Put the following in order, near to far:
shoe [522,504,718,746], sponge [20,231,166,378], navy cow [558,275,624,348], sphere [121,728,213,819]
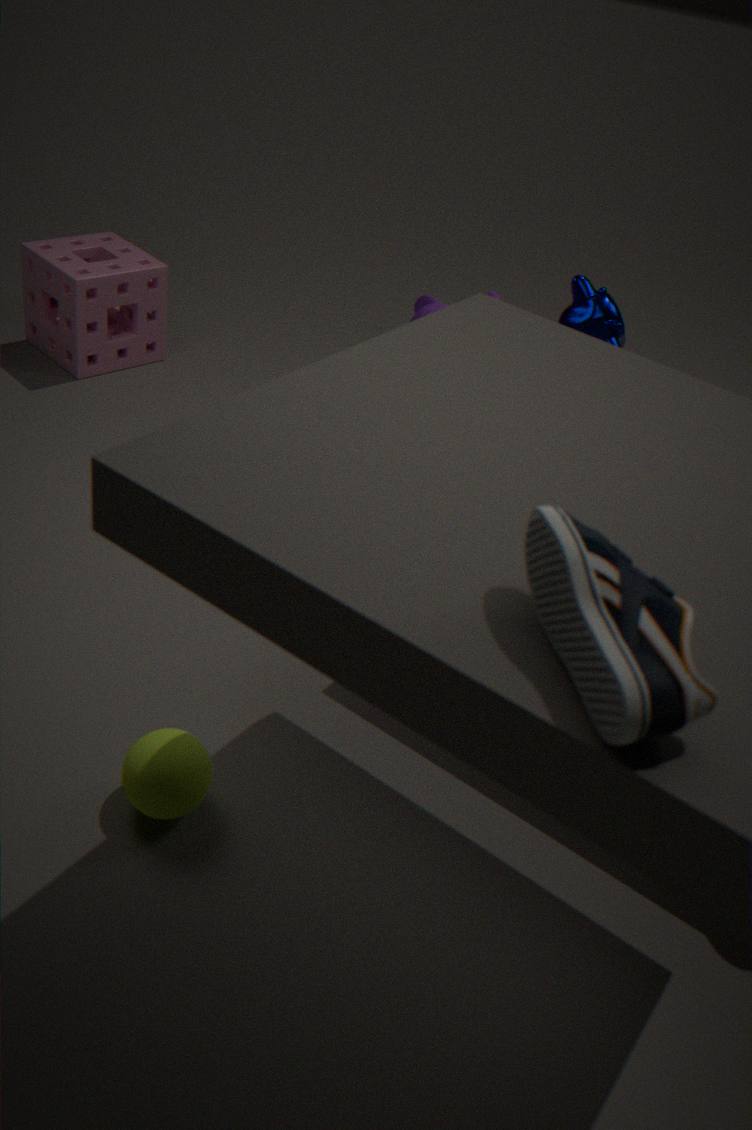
shoe [522,504,718,746]
sphere [121,728,213,819]
navy cow [558,275,624,348]
sponge [20,231,166,378]
